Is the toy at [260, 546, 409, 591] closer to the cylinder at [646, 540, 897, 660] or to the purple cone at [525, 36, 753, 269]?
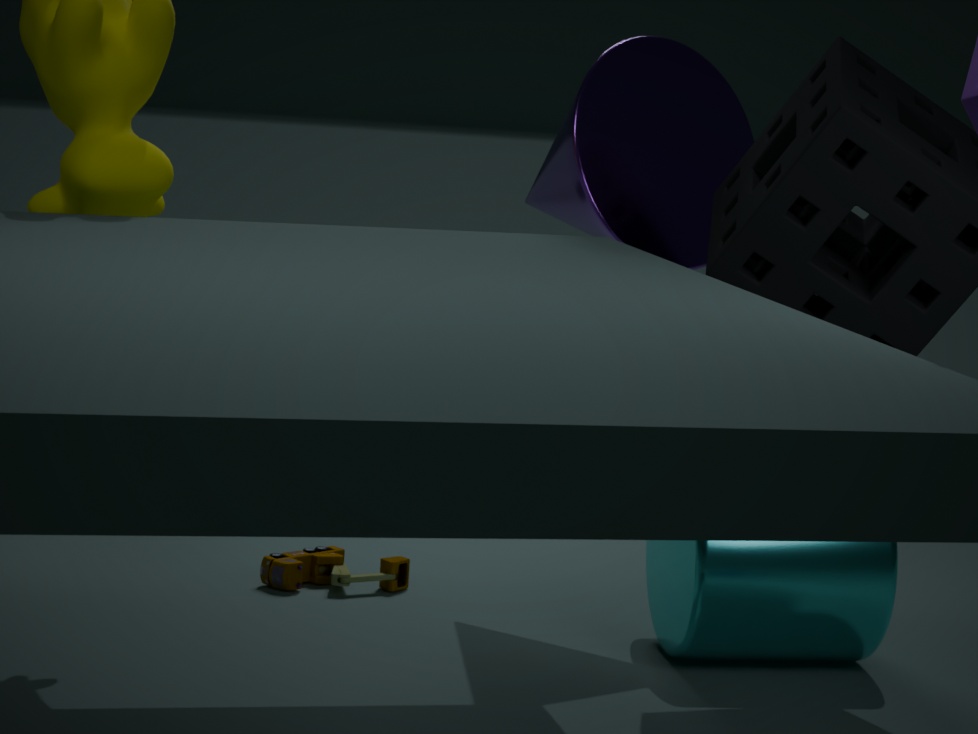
the cylinder at [646, 540, 897, 660]
